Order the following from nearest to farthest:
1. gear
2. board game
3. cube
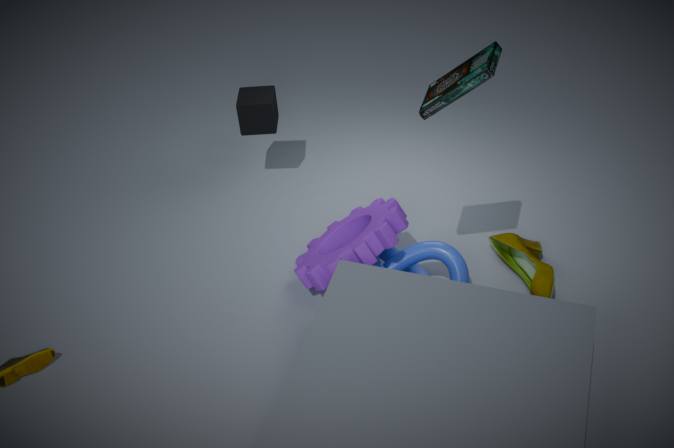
board game, gear, cube
